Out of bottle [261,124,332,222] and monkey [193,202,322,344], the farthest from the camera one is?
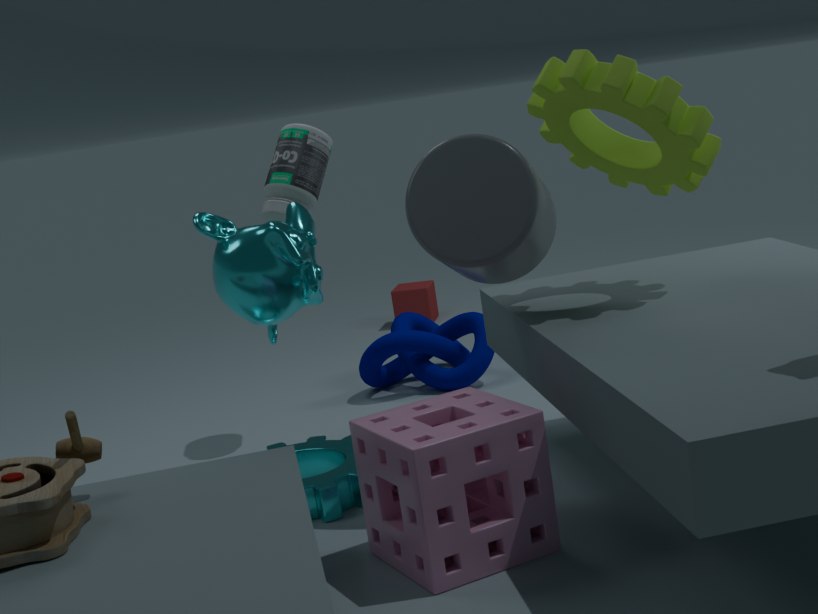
bottle [261,124,332,222]
